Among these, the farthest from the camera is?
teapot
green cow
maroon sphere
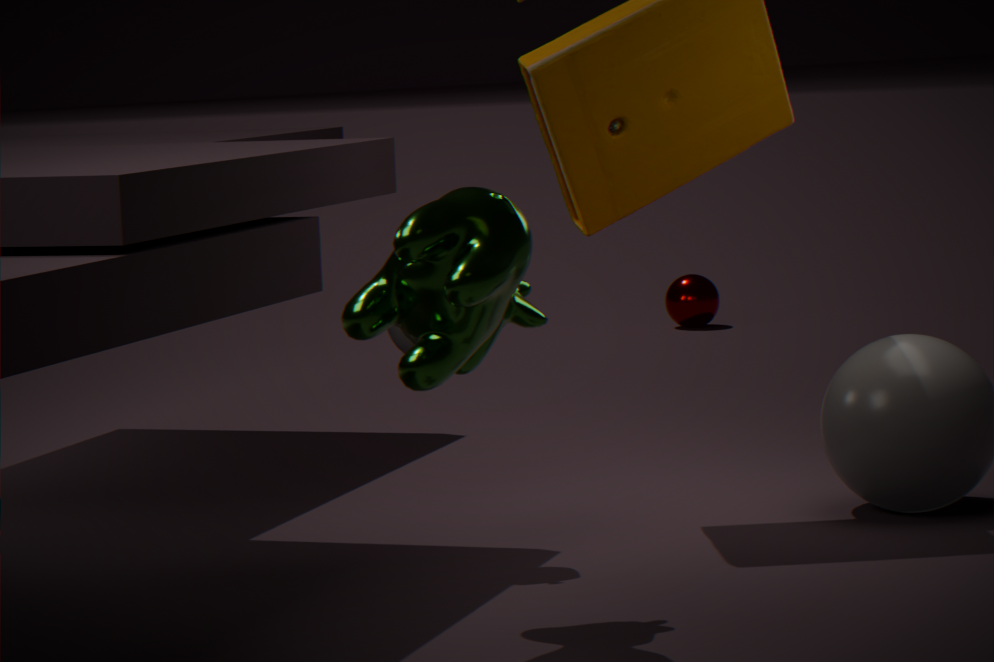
maroon sphere
